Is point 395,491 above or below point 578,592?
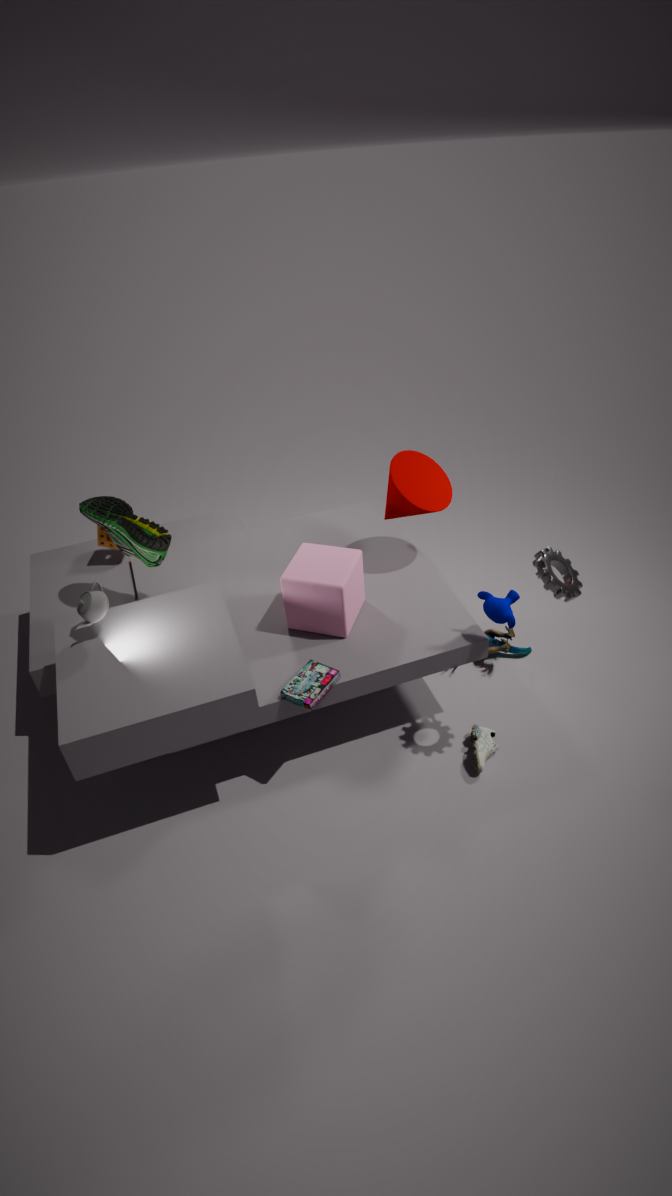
below
